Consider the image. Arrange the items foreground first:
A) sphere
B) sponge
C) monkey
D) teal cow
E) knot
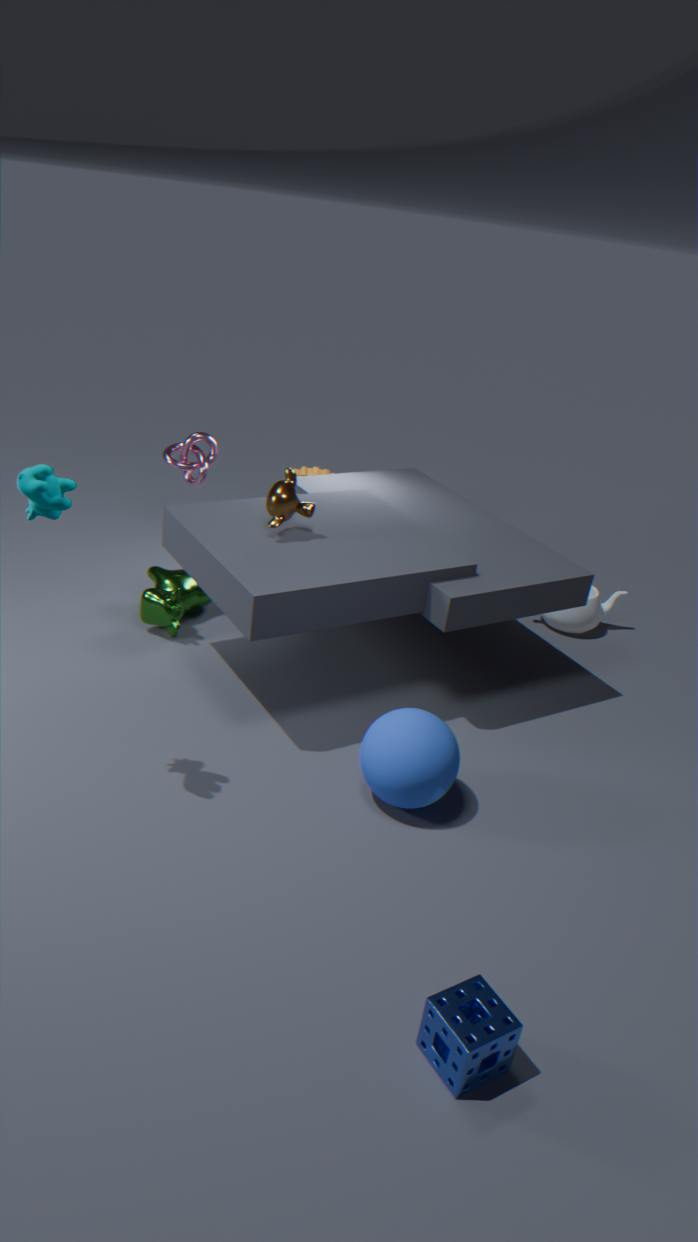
sponge, teal cow, sphere, monkey, knot
